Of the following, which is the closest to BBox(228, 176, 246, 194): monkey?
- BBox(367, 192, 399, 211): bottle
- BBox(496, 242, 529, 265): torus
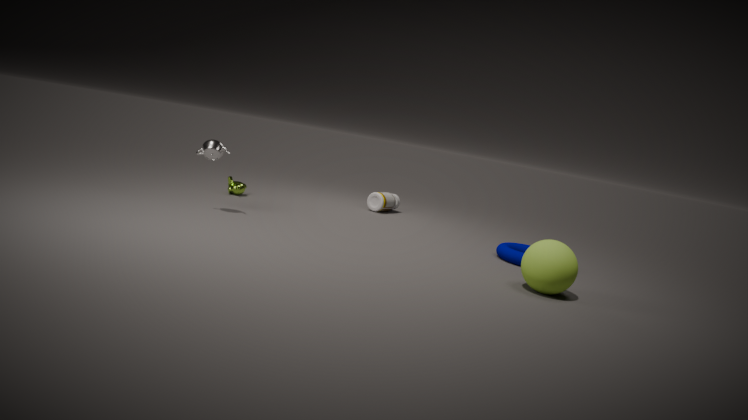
BBox(367, 192, 399, 211): bottle
